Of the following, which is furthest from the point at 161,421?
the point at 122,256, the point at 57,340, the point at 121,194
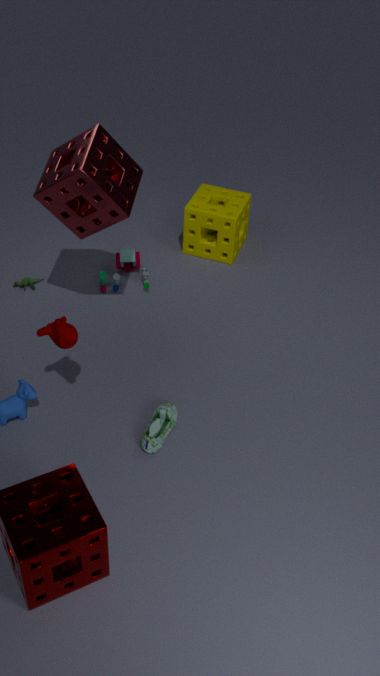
the point at 122,256
